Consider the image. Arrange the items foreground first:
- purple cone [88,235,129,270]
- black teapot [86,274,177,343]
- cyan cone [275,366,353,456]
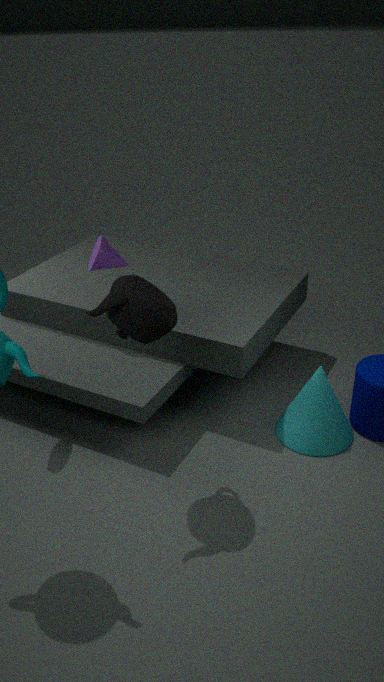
black teapot [86,274,177,343] → cyan cone [275,366,353,456] → purple cone [88,235,129,270]
